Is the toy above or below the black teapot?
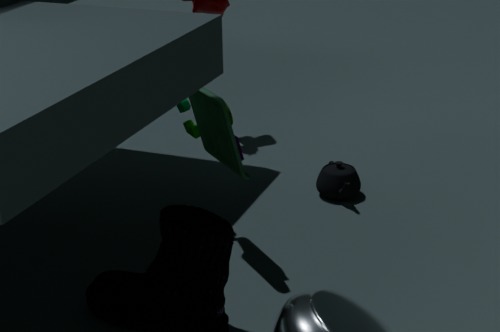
above
